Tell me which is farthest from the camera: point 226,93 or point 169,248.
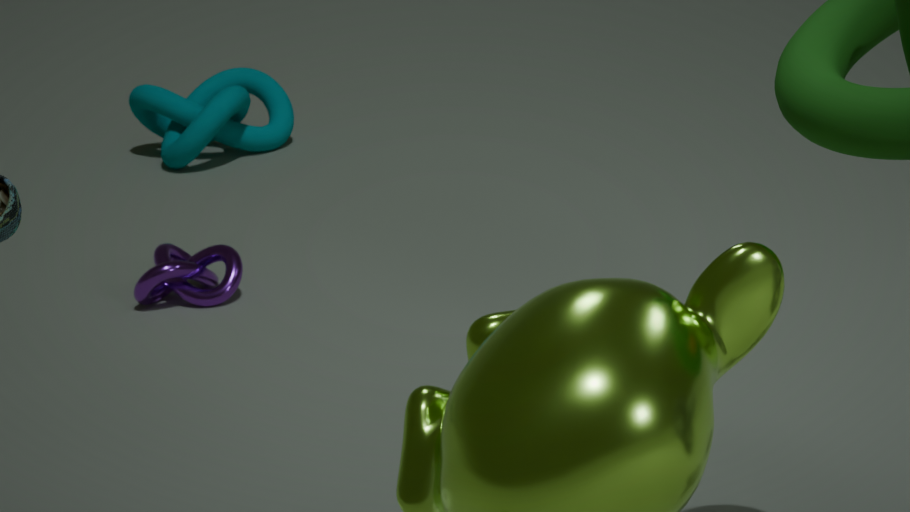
point 226,93
